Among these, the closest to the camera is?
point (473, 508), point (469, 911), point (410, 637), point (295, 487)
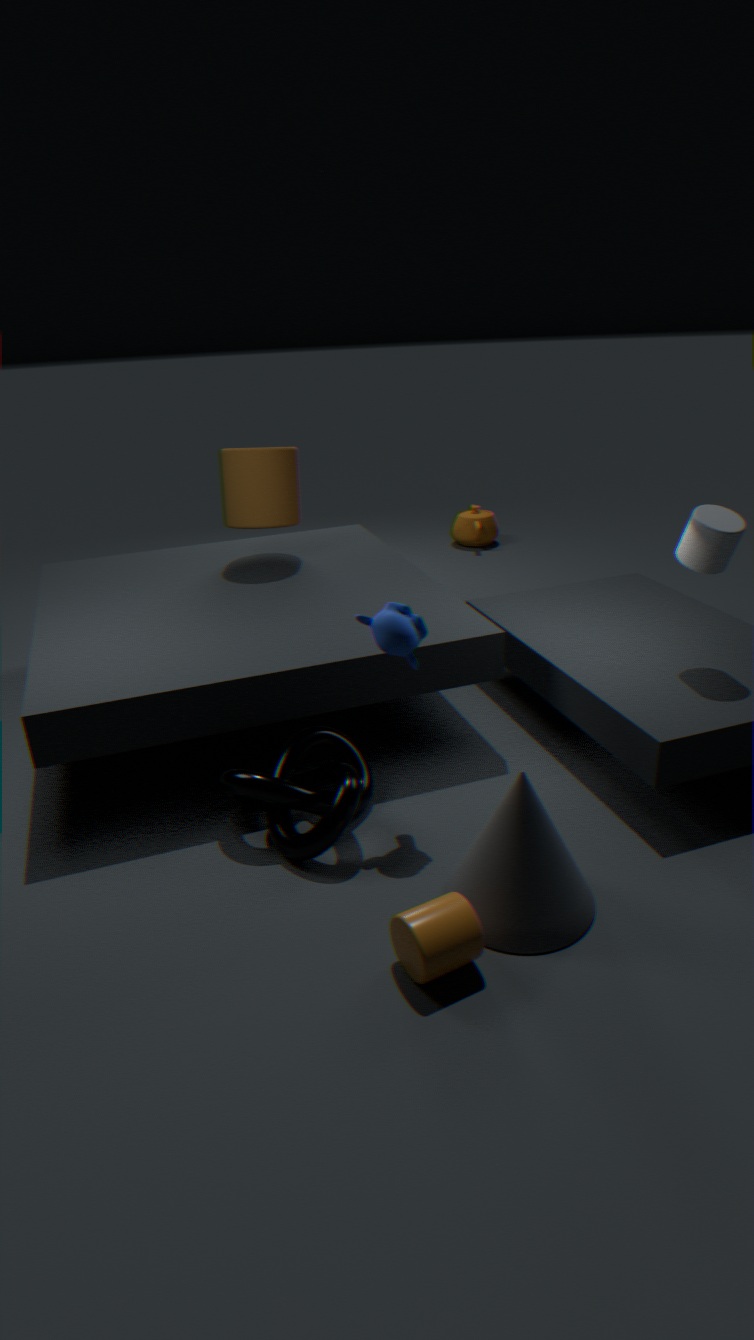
point (469, 911)
